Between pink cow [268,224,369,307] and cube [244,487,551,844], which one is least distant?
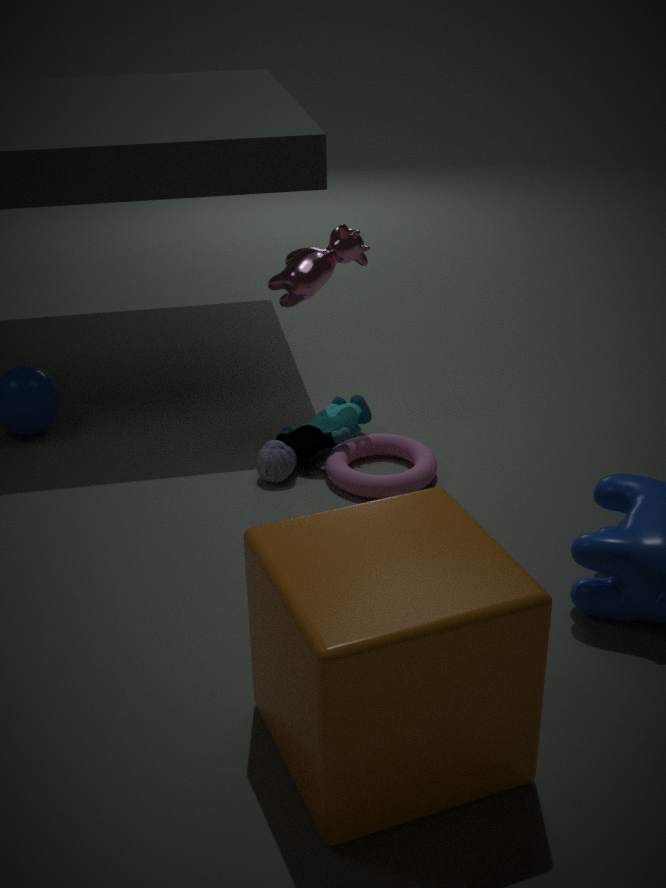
cube [244,487,551,844]
